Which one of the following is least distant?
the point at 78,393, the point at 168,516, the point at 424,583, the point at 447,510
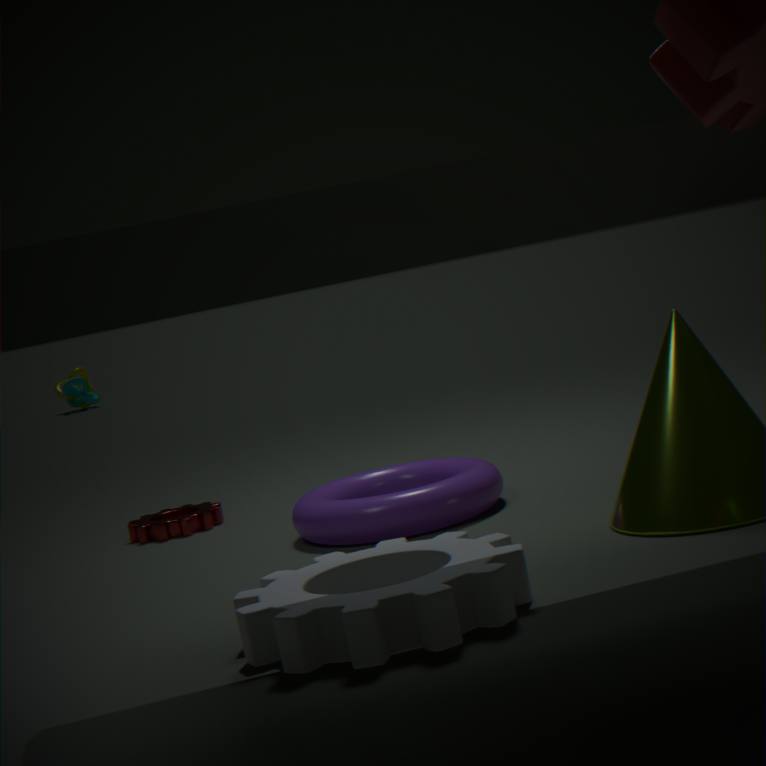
the point at 424,583
